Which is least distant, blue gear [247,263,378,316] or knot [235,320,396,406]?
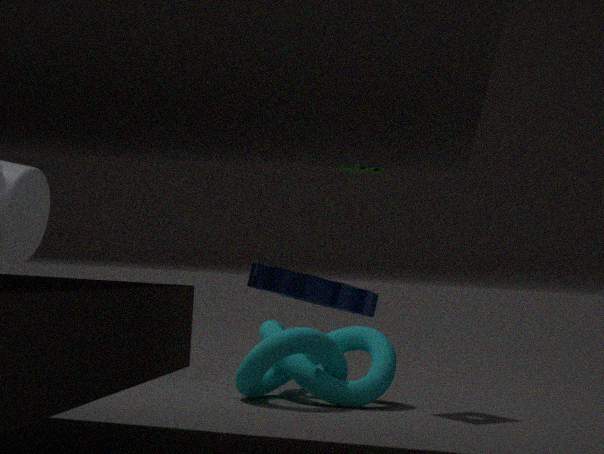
blue gear [247,263,378,316]
